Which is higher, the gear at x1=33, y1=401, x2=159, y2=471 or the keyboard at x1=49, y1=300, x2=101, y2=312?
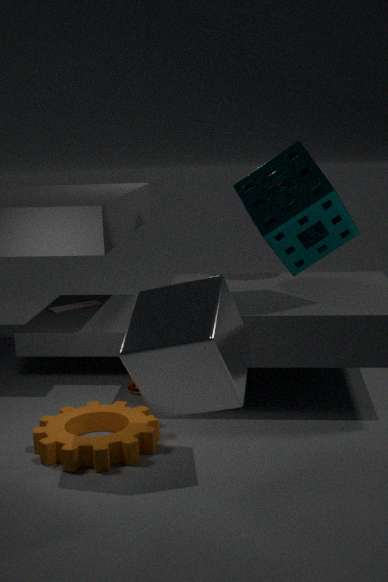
the keyboard at x1=49, y1=300, x2=101, y2=312
